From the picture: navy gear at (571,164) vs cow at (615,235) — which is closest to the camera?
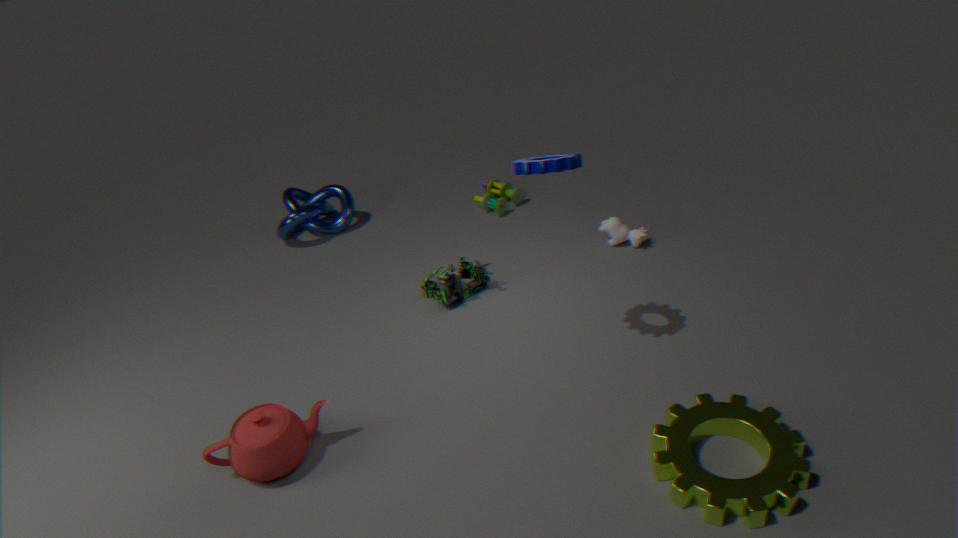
navy gear at (571,164)
